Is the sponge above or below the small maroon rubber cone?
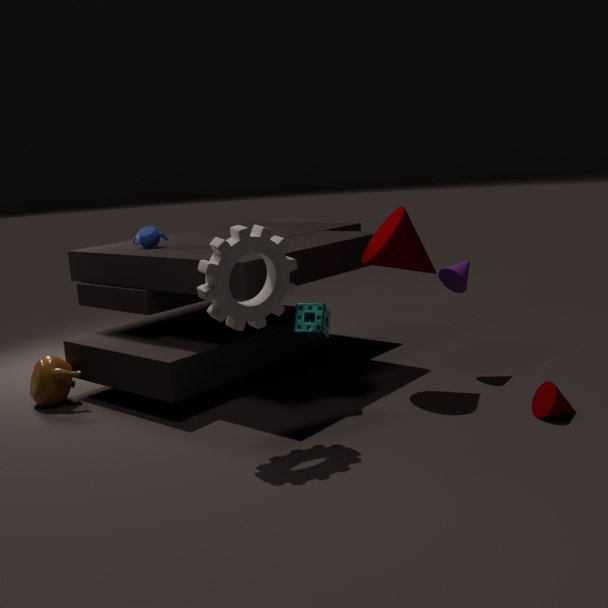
above
